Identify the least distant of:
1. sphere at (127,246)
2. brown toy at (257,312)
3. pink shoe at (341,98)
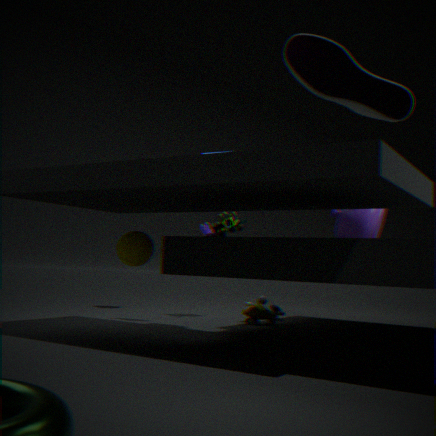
pink shoe at (341,98)
